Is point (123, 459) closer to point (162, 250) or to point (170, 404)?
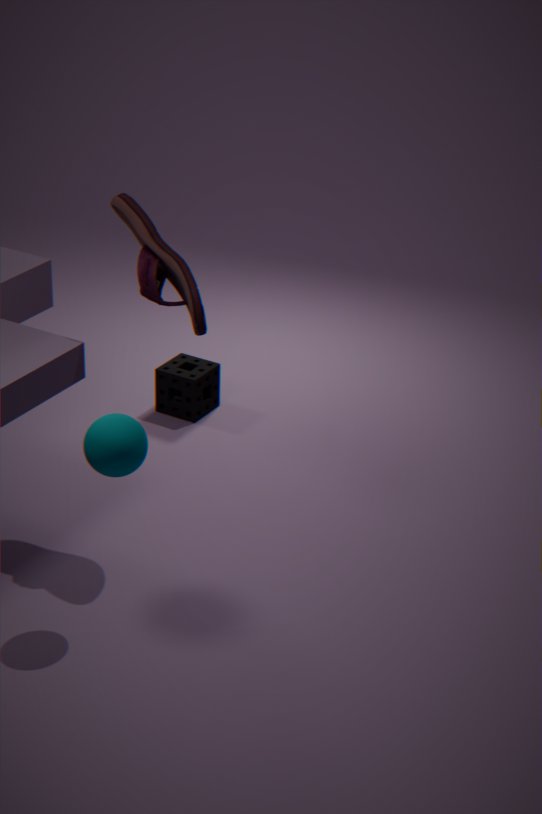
point (162, 250)
